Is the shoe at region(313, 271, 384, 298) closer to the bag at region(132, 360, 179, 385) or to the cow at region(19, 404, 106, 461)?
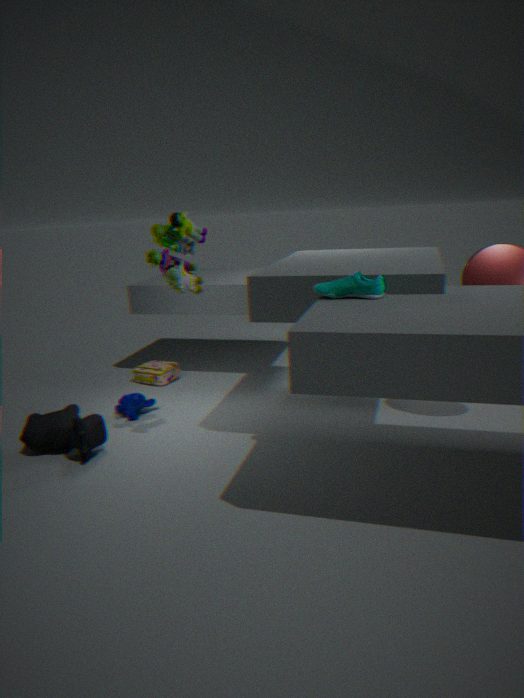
the cow at region(19, 404, 106, 461)
